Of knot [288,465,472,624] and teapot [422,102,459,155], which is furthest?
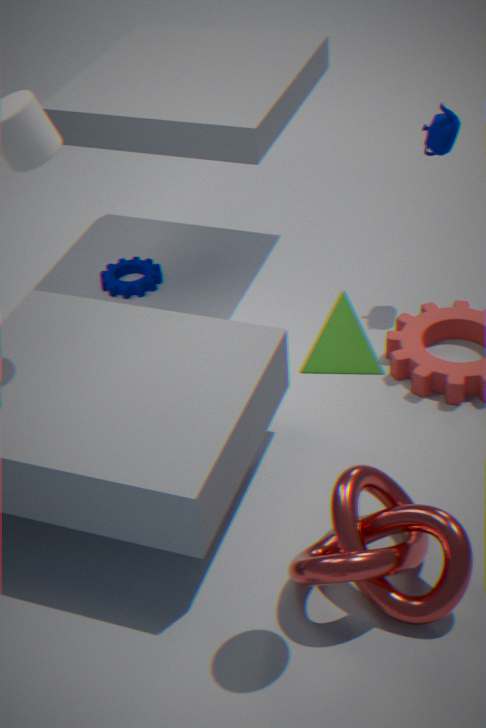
teapot [422,102,459,155]
